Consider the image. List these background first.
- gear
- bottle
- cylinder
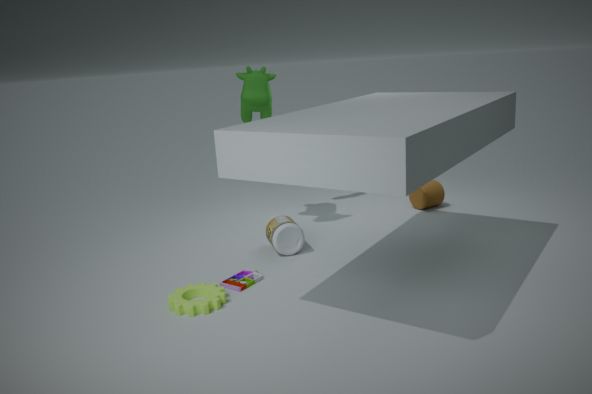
cylinder < bottle < gear
